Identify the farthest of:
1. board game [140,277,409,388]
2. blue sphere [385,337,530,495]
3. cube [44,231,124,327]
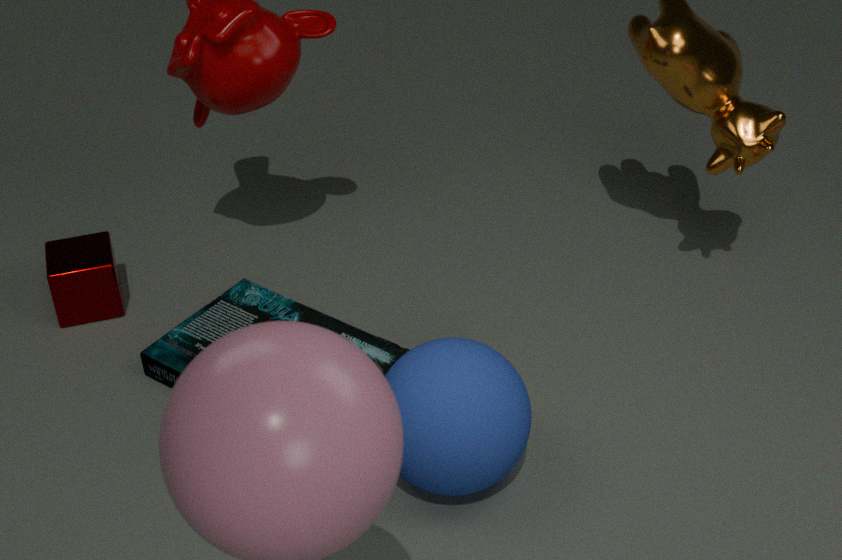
cube [44,231,124,327]
